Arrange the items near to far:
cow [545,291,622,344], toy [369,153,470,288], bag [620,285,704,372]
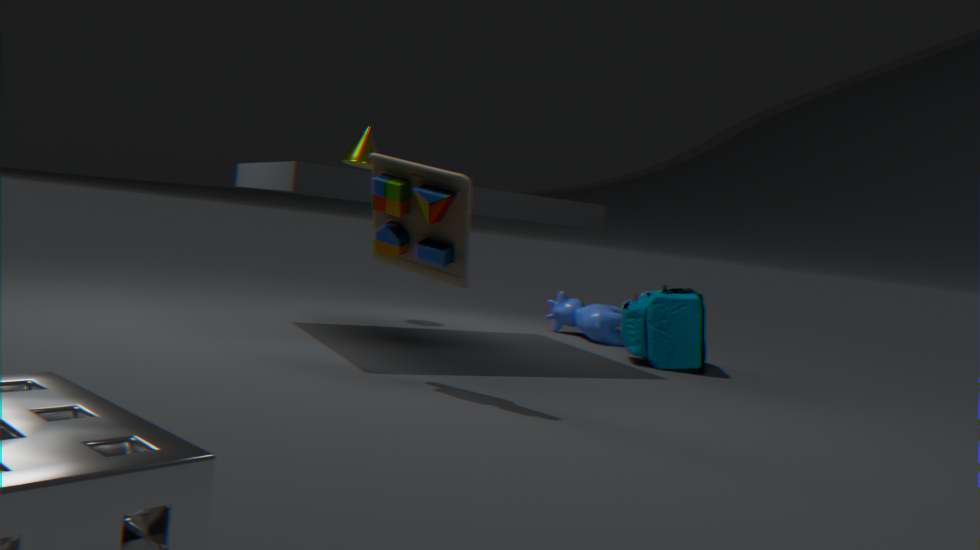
1. toy [369,153,470,288]
2. bag [620,285,704,372]
3. cow [545,291,622,344]
